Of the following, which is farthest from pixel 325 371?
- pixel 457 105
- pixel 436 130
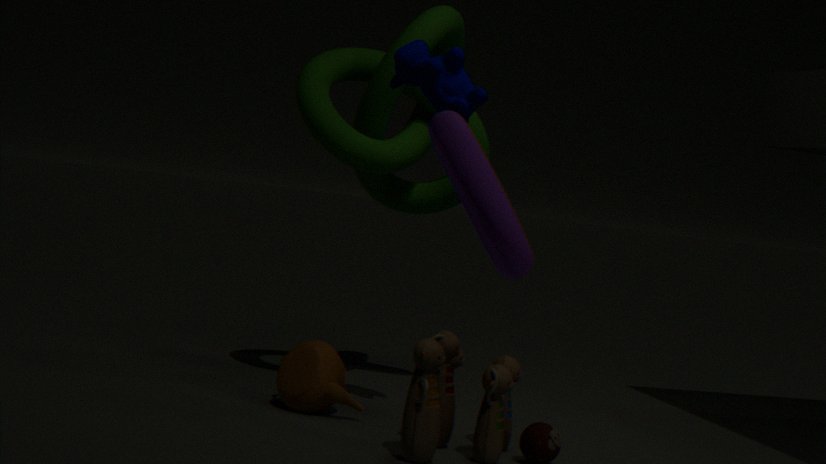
pixel 436 130
